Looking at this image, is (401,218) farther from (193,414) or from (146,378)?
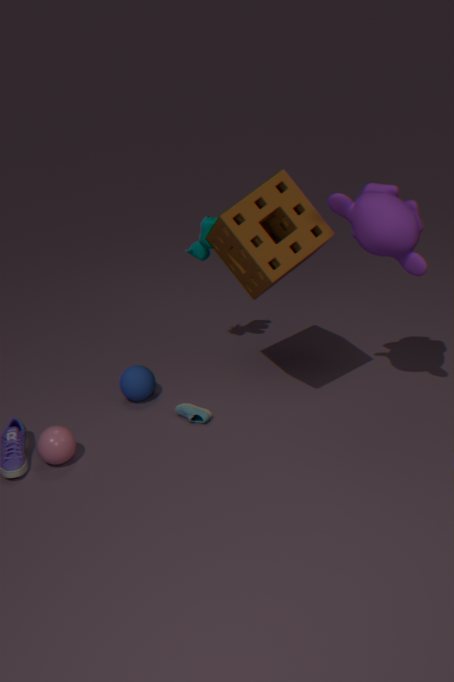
(146,378)
